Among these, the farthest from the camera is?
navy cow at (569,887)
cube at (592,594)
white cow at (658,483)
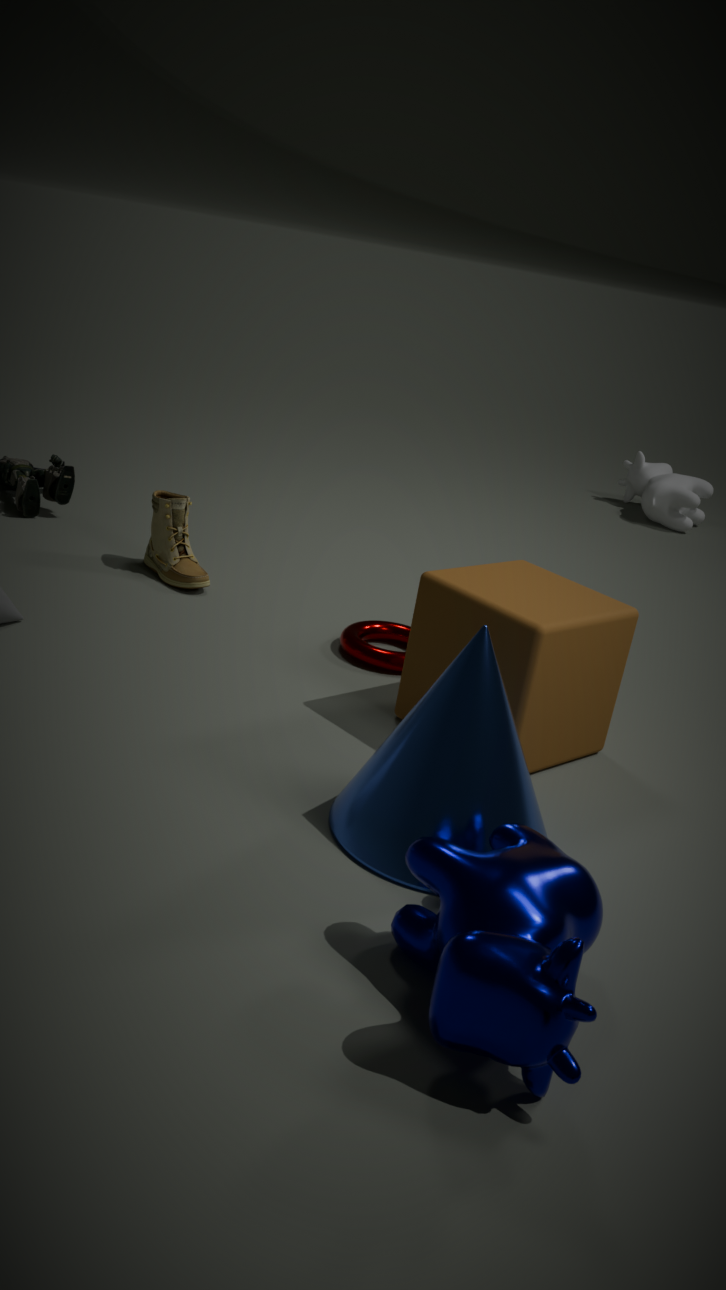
white cow at (658,483)
